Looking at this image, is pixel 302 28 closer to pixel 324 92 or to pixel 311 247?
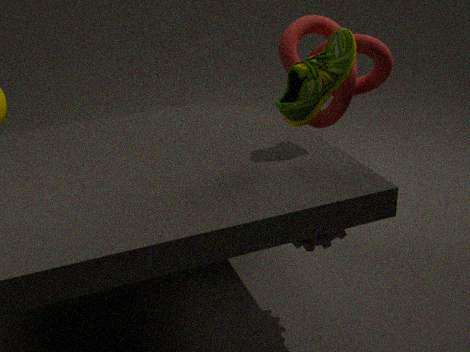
pixel 324 92
